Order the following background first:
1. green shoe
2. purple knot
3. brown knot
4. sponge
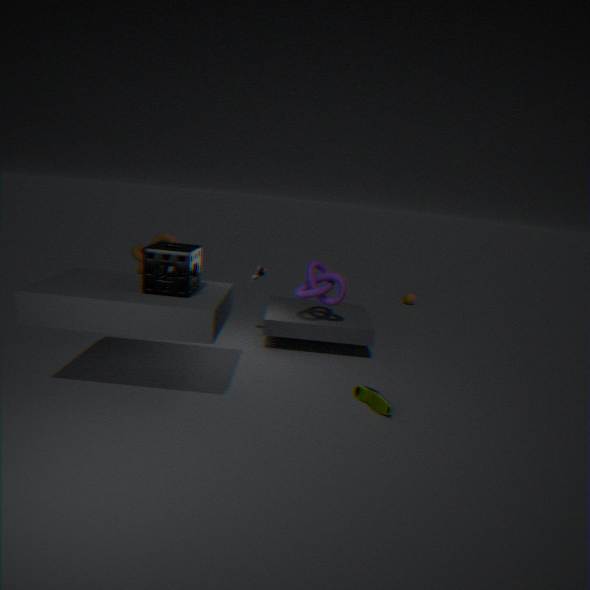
purple knot < brown knot < green shoe < sponge
